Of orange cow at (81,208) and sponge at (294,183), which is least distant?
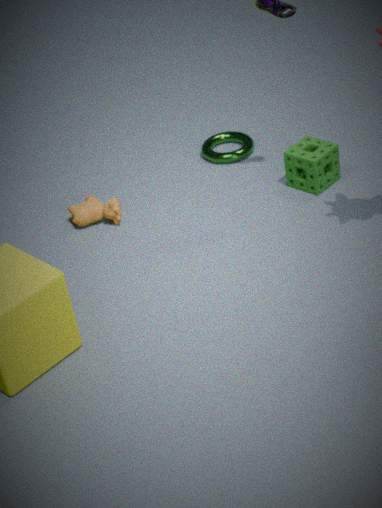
sponge at (294,183)
